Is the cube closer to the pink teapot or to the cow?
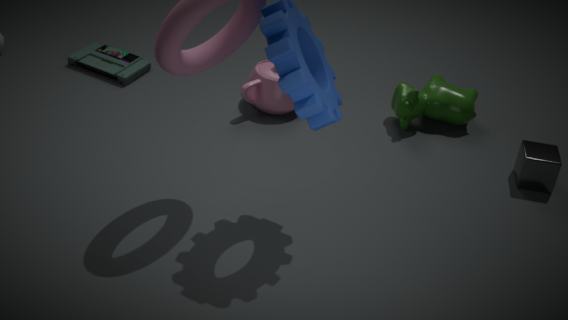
the cow
